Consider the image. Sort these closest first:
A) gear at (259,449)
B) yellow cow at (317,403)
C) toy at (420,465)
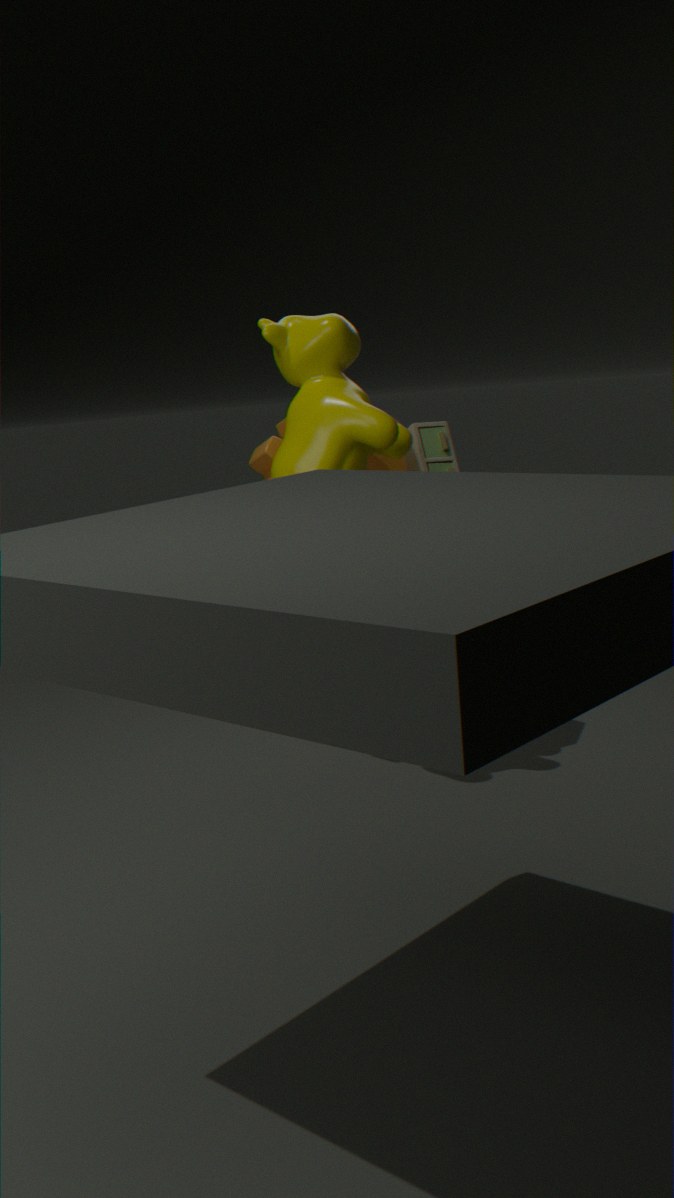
yellow cow at (317,403) → toy at (420,465) → gear at (259,449)
